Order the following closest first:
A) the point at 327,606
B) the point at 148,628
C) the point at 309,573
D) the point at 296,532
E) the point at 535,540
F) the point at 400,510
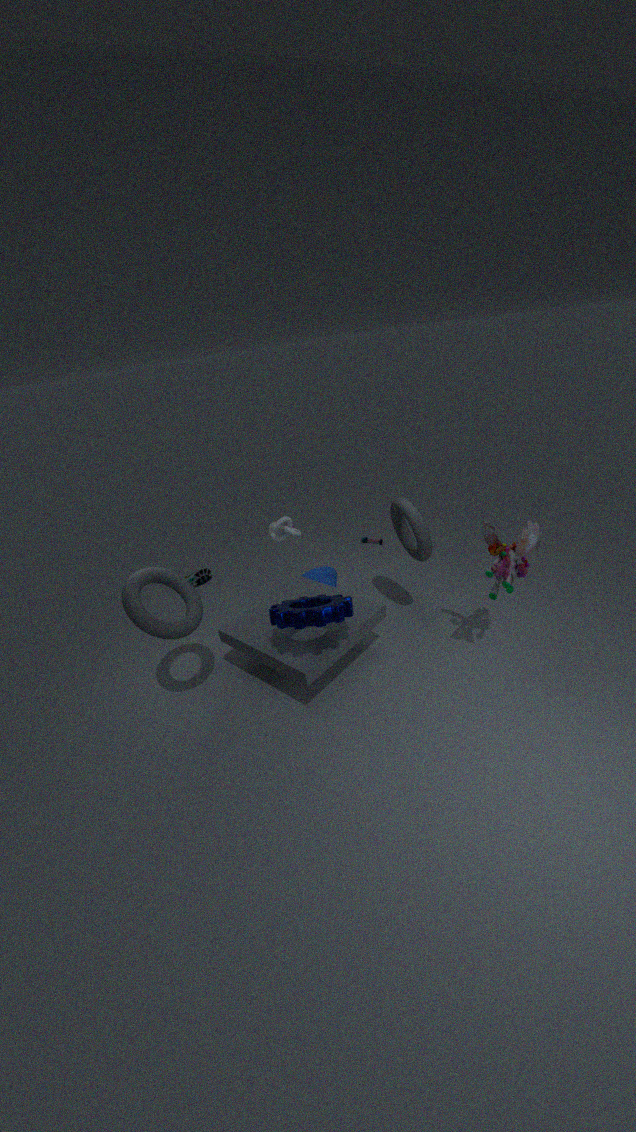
the point at 148,628, the point at 327,606, the point at 535,540, the point at 400,510, the point at 296,532, the point at 309,573
